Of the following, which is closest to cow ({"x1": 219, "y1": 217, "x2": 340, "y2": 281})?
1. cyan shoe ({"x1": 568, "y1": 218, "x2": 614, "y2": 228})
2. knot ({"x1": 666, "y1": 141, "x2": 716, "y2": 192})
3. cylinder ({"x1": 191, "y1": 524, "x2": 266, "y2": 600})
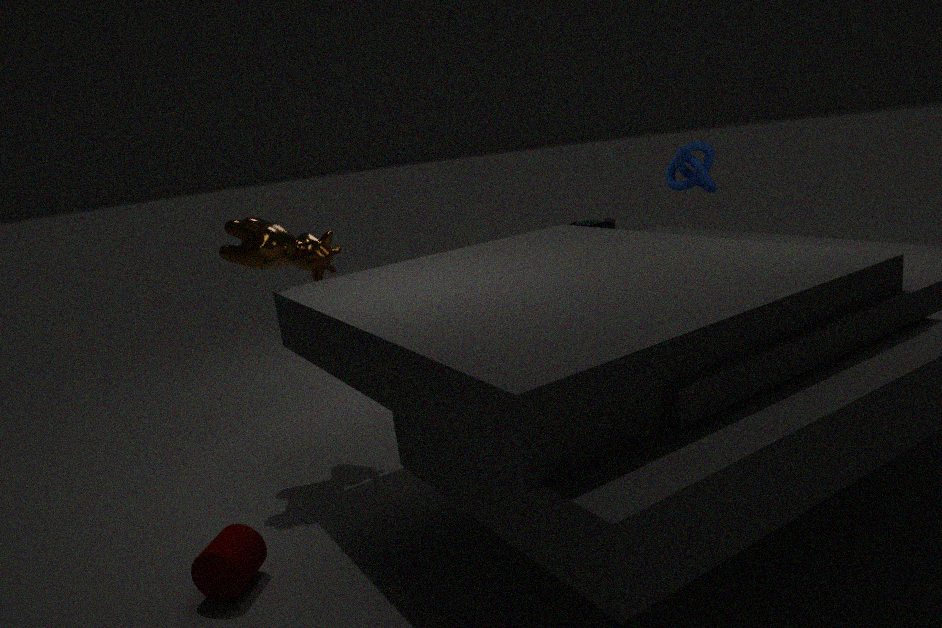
cylinder ({"x1": 191, "y1": 524, "x2": 266, "y2": 600})
